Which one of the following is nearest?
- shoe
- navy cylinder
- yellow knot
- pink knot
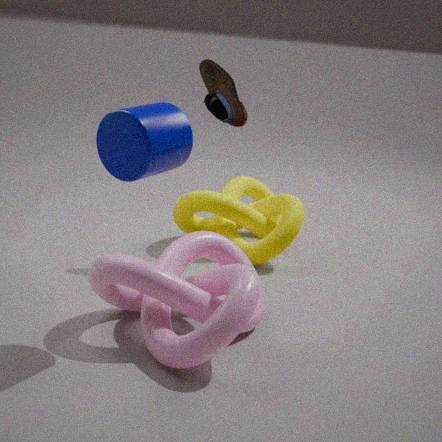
navy cylinder
